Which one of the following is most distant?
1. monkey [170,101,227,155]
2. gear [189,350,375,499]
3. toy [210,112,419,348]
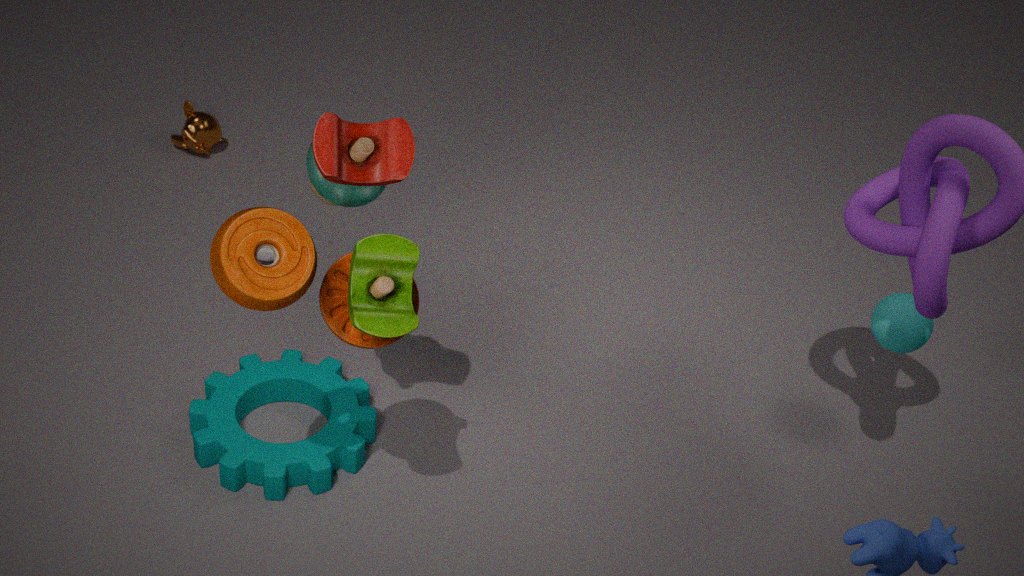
monkey [170,101,227,155]
